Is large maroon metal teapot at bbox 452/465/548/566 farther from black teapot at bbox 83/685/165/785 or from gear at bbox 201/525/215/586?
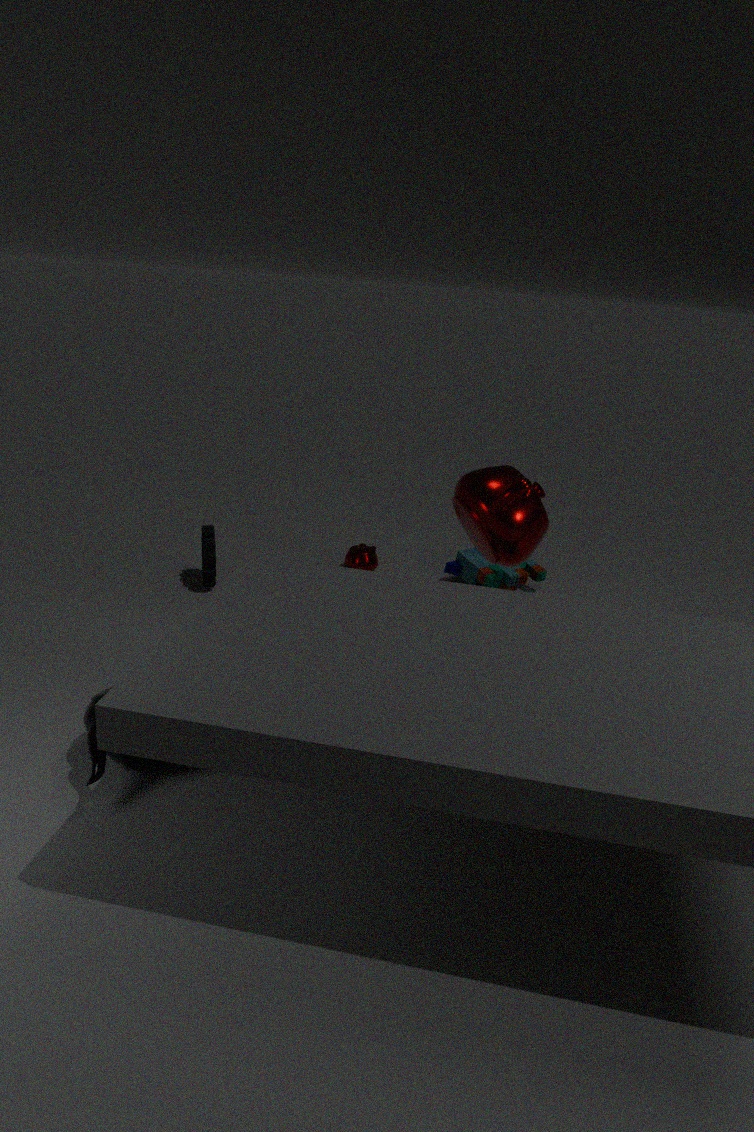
gear at bbox 201/525/215/586
